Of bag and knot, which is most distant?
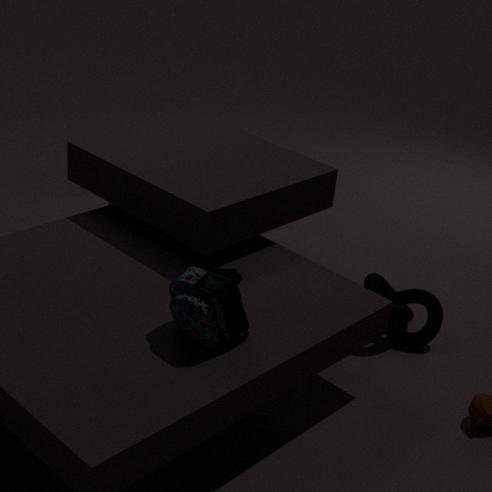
knot
